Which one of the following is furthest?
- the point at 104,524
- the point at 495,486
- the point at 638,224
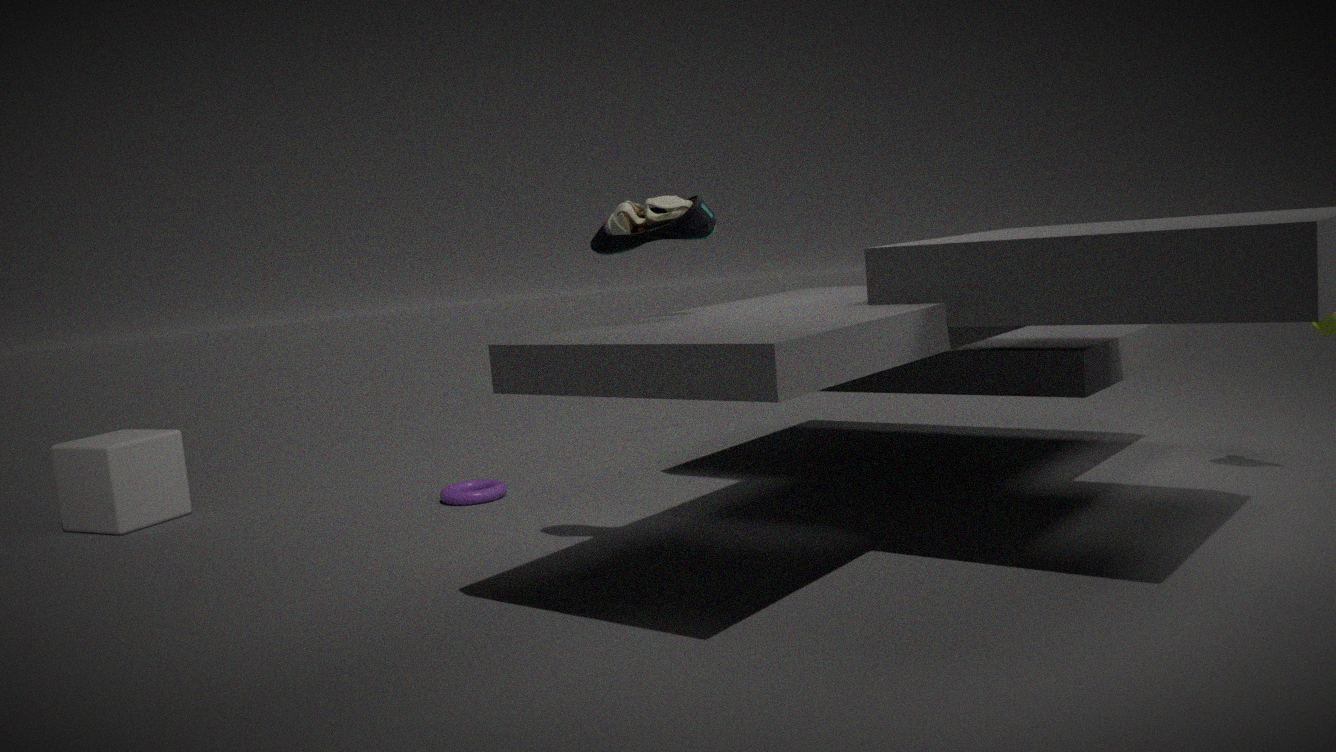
the point at 495,486
